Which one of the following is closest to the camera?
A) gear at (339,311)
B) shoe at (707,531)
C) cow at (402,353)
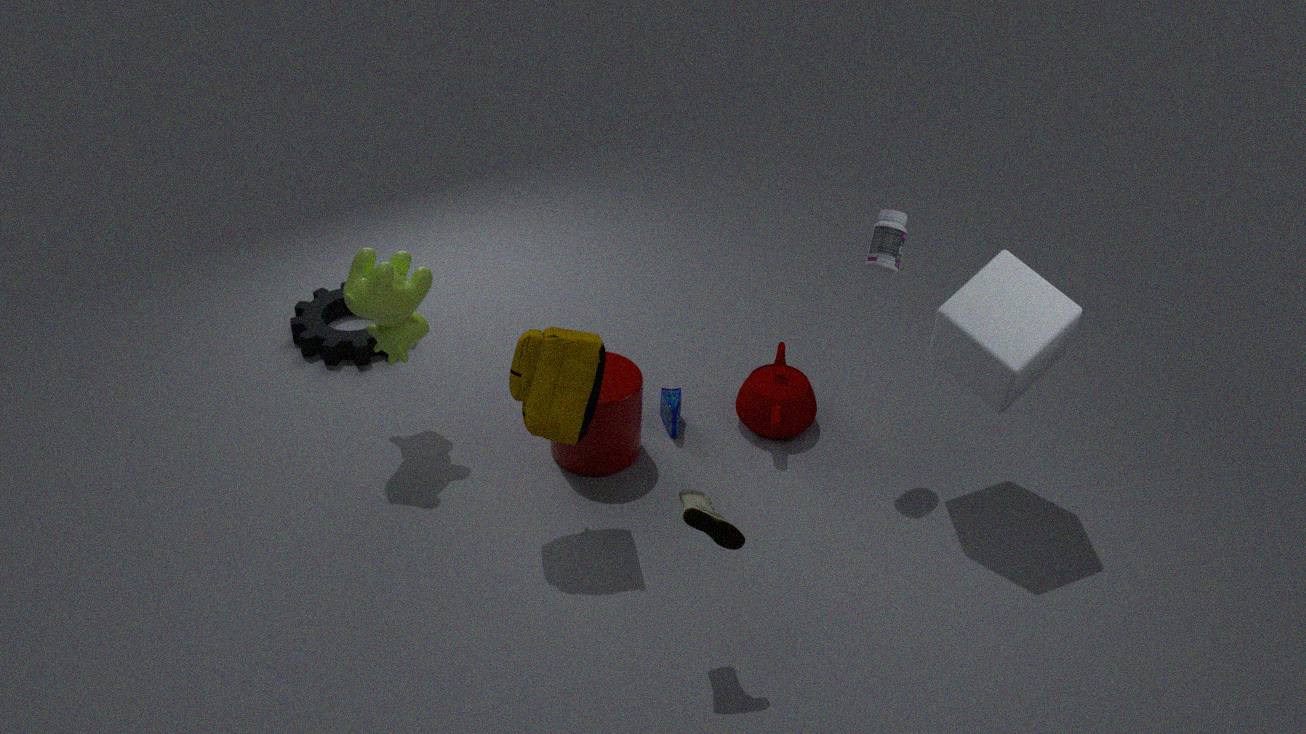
shoe at (707,531)
